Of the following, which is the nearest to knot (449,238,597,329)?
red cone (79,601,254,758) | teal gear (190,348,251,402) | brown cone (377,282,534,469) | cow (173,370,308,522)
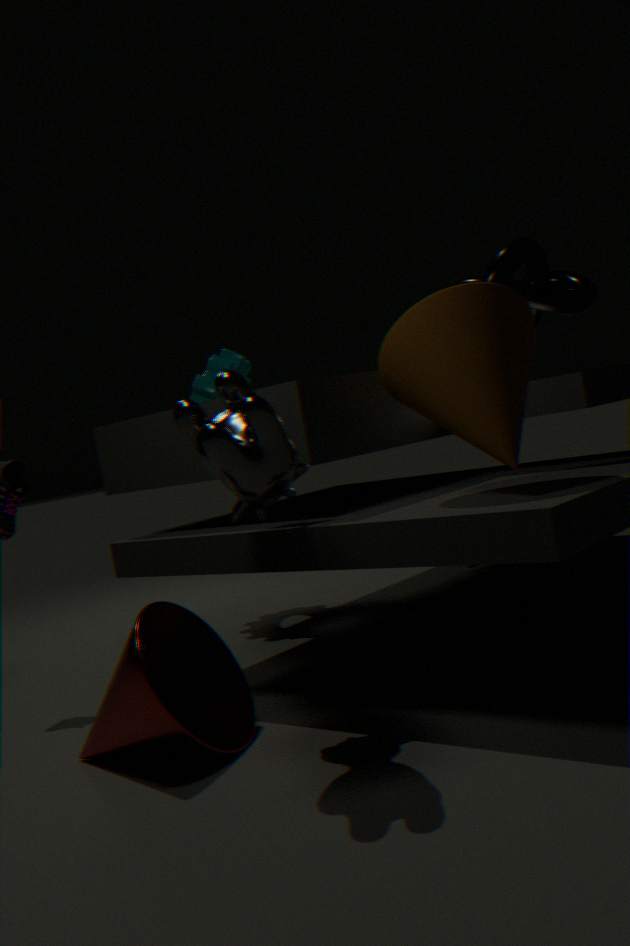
brown cone (377,282,534,469)
